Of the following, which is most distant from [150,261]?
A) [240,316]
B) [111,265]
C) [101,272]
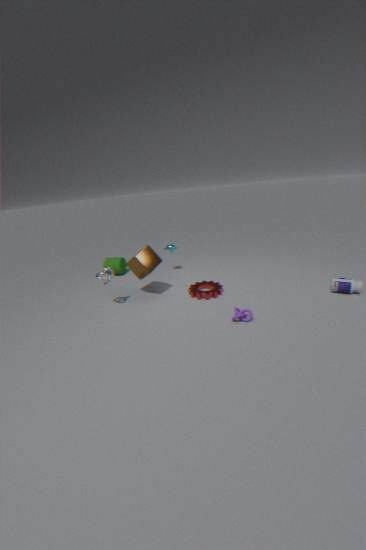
[240,316]
